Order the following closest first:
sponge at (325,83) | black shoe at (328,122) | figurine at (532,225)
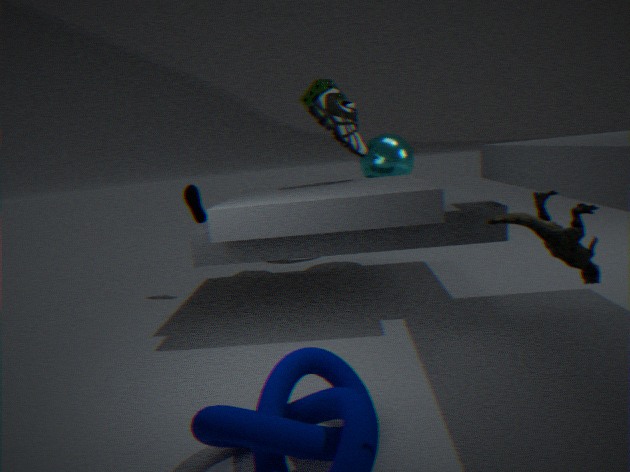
1. figurine at (532,225)
2. black shoe at (328,122)
3. sponge at (325,83)
